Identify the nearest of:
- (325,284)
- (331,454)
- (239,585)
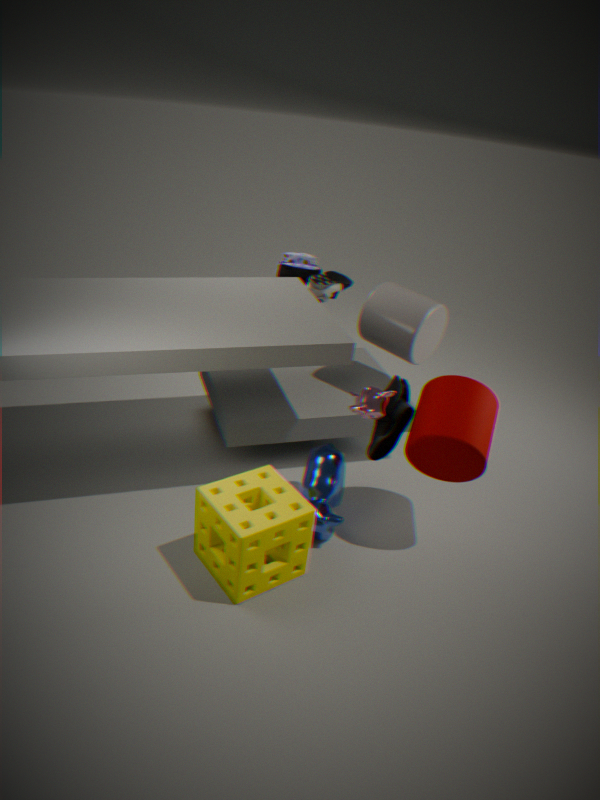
(239,585)
